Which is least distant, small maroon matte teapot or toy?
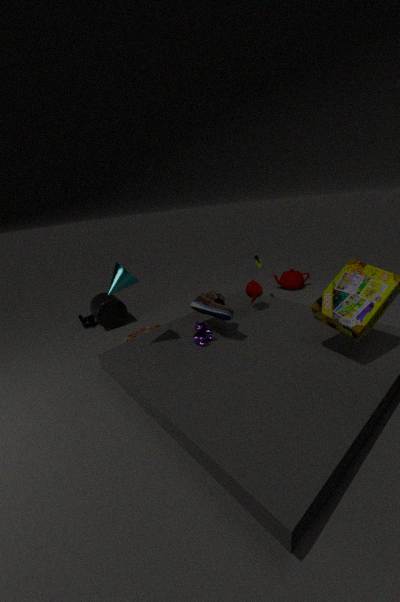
small maroon matte teapot
